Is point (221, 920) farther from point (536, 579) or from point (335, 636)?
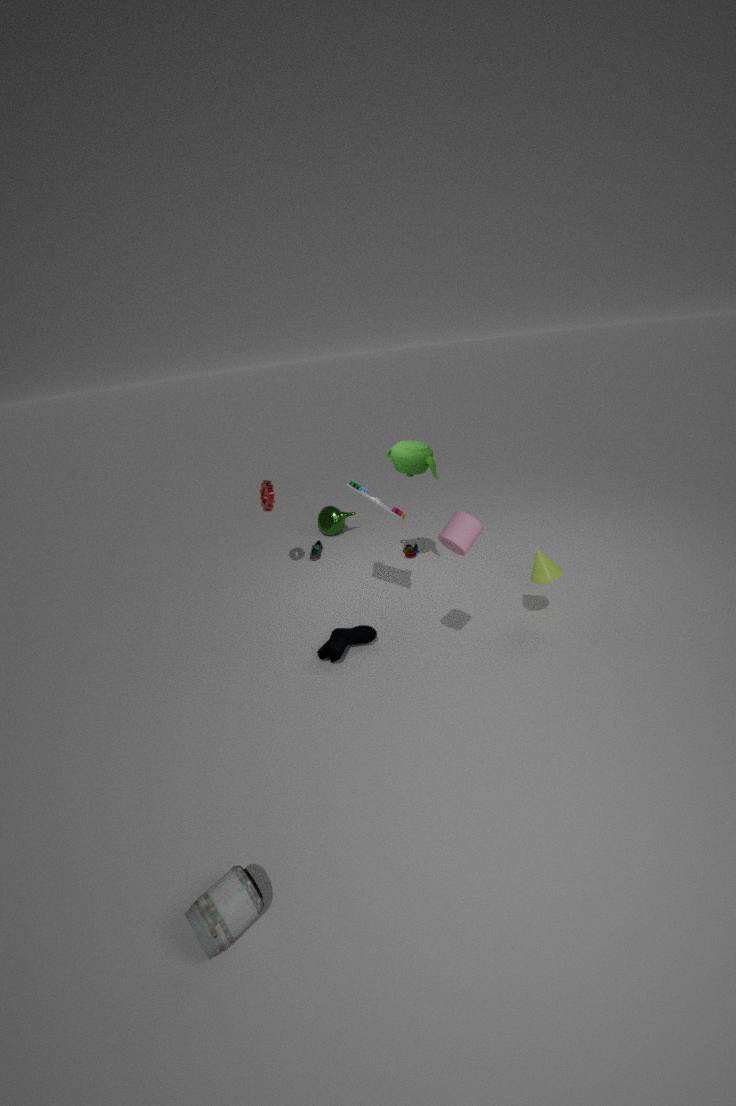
point (536, 579)
